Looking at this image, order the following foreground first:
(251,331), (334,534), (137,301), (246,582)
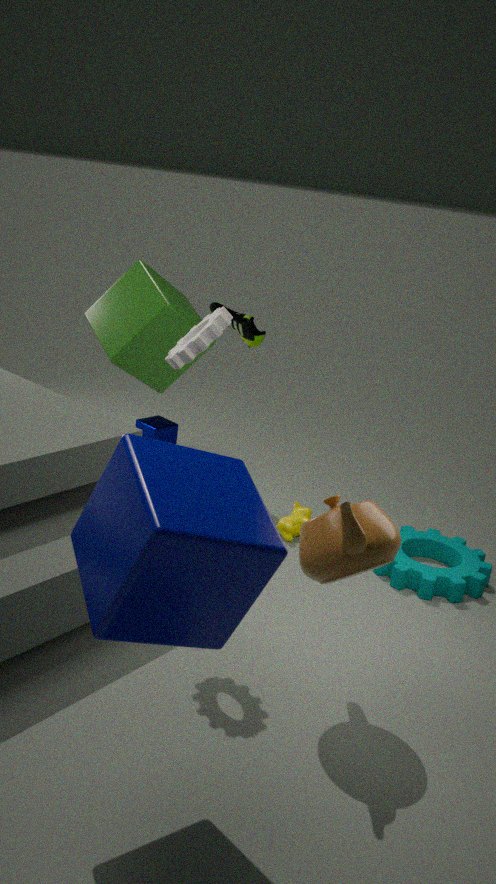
(246,582)
(334,534)
(137,301)
(251,331)
